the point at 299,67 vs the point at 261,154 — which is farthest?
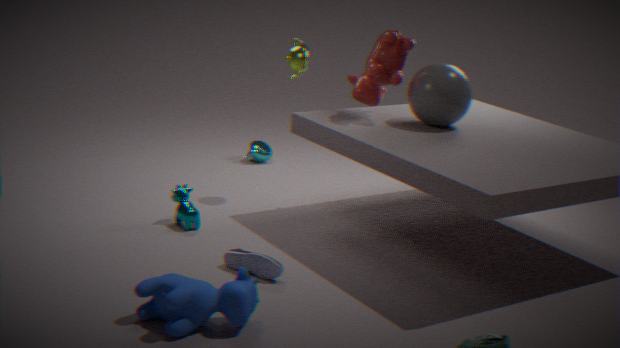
the point at 261,154
